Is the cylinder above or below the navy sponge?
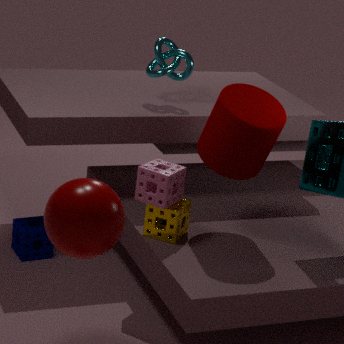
above
